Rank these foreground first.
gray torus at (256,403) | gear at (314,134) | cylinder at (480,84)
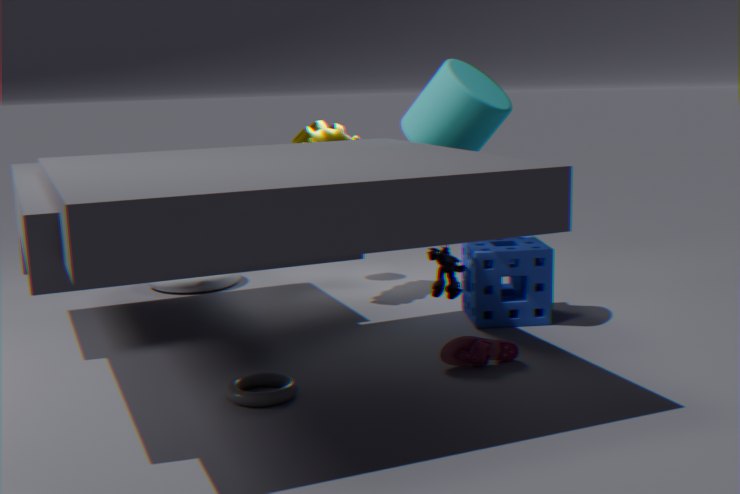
gray torus at (256,403)
cylinder at (480,84)
gear at (314,134)
